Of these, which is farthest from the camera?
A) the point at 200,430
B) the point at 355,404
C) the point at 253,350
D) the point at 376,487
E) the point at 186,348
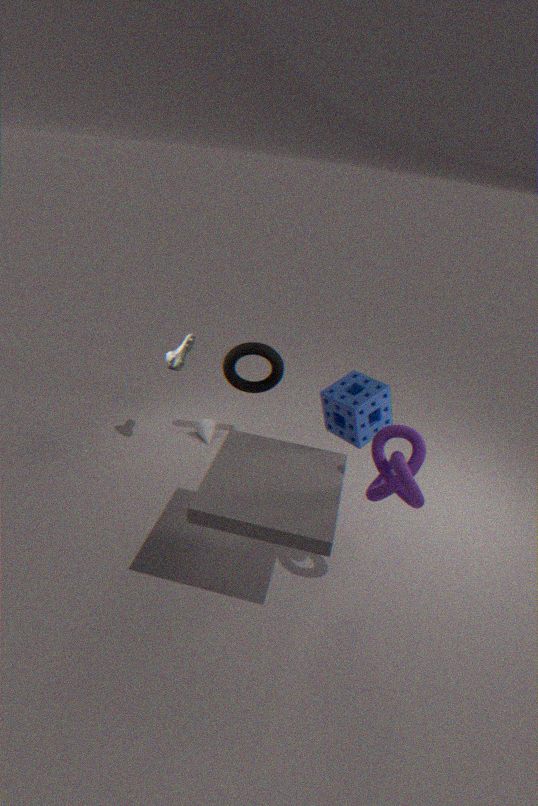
the point at 200,430
